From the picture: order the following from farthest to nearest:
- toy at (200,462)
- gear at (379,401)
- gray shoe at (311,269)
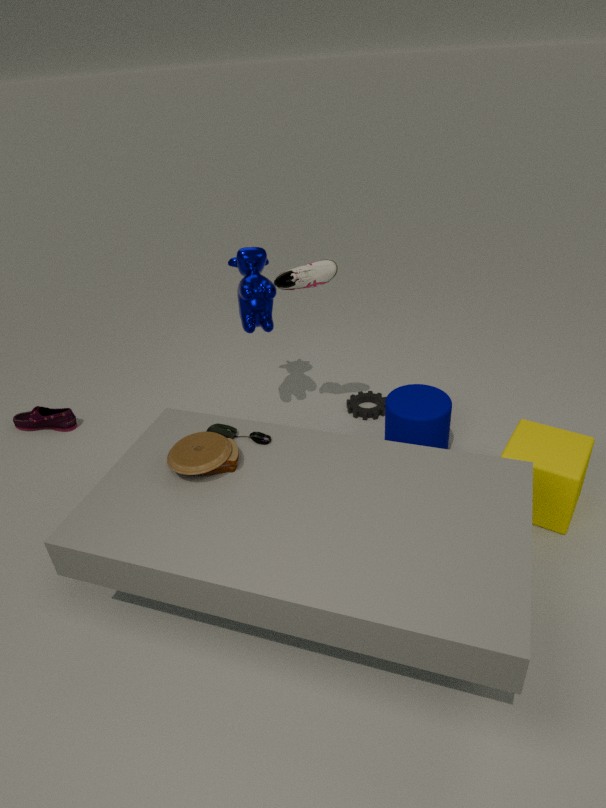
gear at (379,401) < gray shoe at (311,269) < toy at (200,462)
